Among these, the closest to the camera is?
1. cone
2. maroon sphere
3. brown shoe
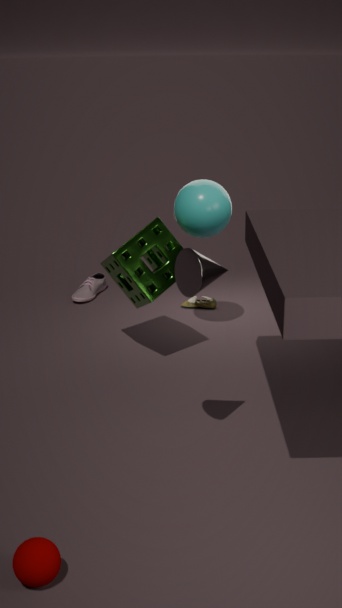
maroon sphere
